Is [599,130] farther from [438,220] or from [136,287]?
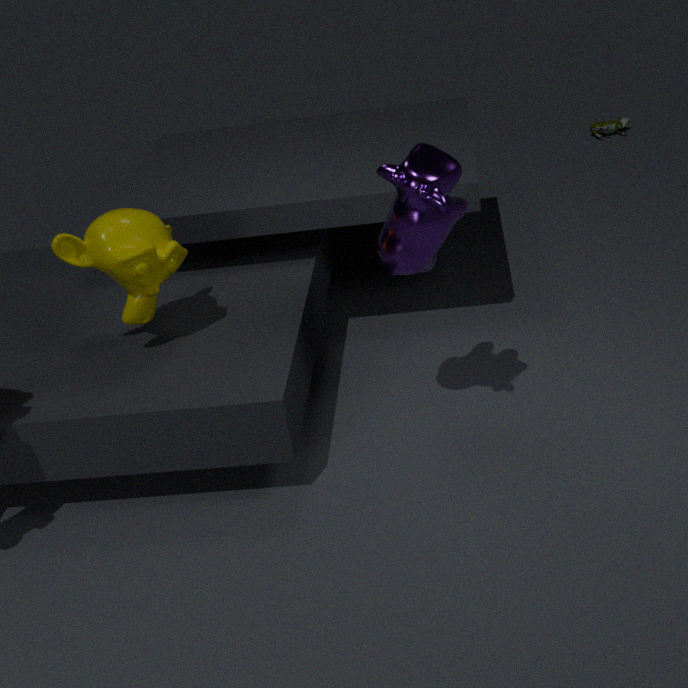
[136,287]
